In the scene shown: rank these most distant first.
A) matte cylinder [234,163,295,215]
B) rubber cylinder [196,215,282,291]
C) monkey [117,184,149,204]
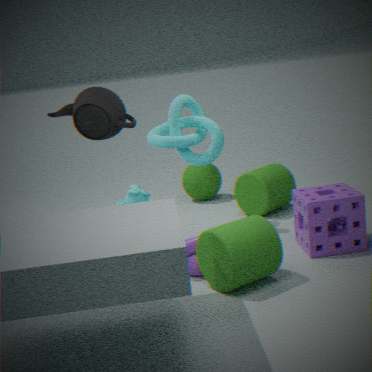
matte cylinder [234,163,295,215] → monkey [117,184,149,204] → rubber cylinder [196,215,282,291]
